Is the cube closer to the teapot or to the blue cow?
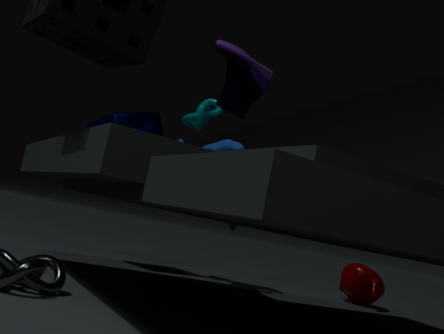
the blue cow
